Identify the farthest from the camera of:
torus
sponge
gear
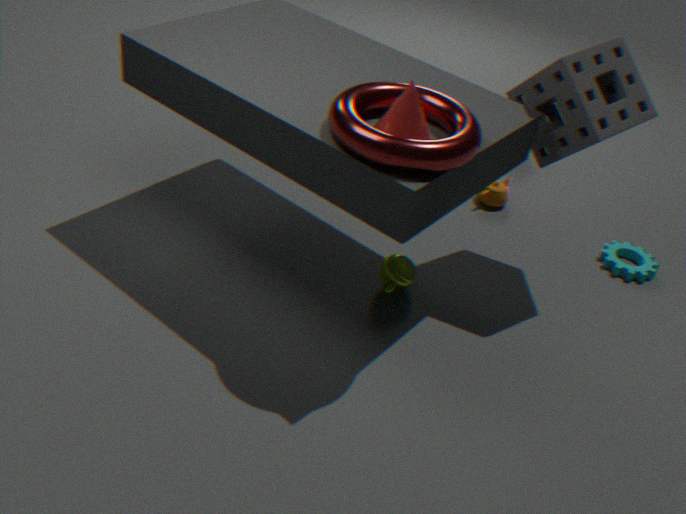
gear
